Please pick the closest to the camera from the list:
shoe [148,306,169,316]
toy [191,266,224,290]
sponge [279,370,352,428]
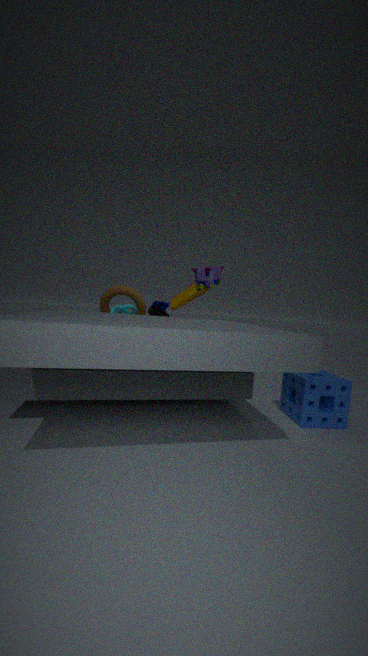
sponge [279,370,352,428]
